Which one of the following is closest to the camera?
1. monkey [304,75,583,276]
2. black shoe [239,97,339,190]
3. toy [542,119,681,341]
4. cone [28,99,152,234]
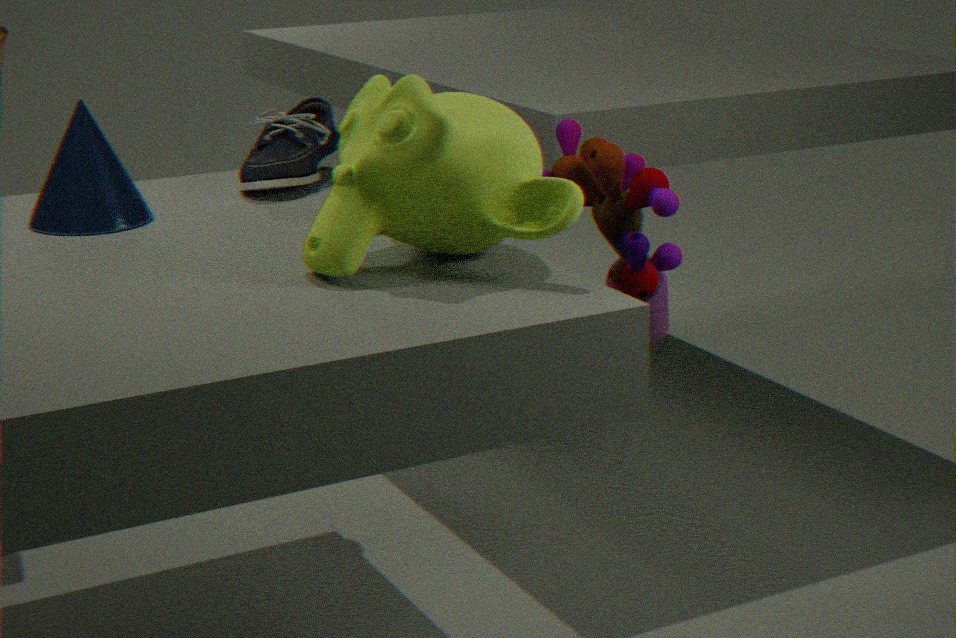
monkey [304,75,583,276]
